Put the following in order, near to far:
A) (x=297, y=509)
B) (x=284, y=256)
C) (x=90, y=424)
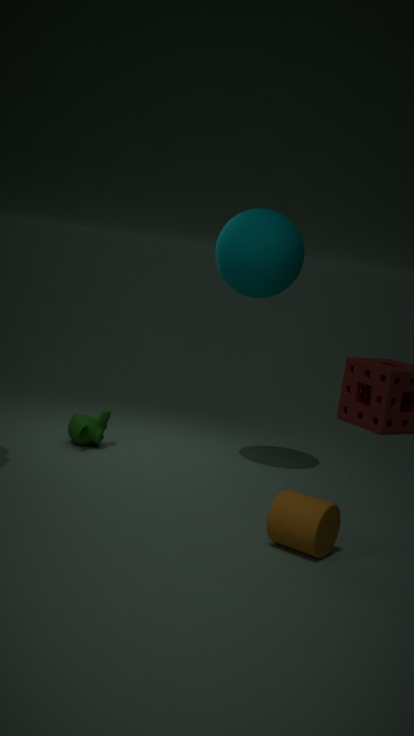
(x=297, y=509)
(x=284, y=256)
(x=90, y=424)
